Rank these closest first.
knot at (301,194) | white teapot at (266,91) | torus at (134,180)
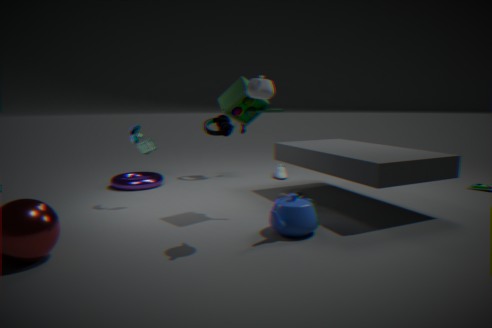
1. white teapot at (266,91)
2. knot at (301,194)
3. torus at (134,180)
